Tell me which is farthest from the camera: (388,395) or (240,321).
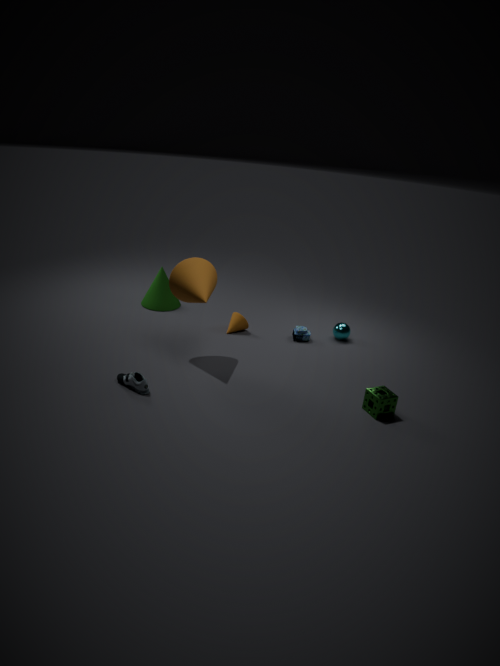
(240,321)
